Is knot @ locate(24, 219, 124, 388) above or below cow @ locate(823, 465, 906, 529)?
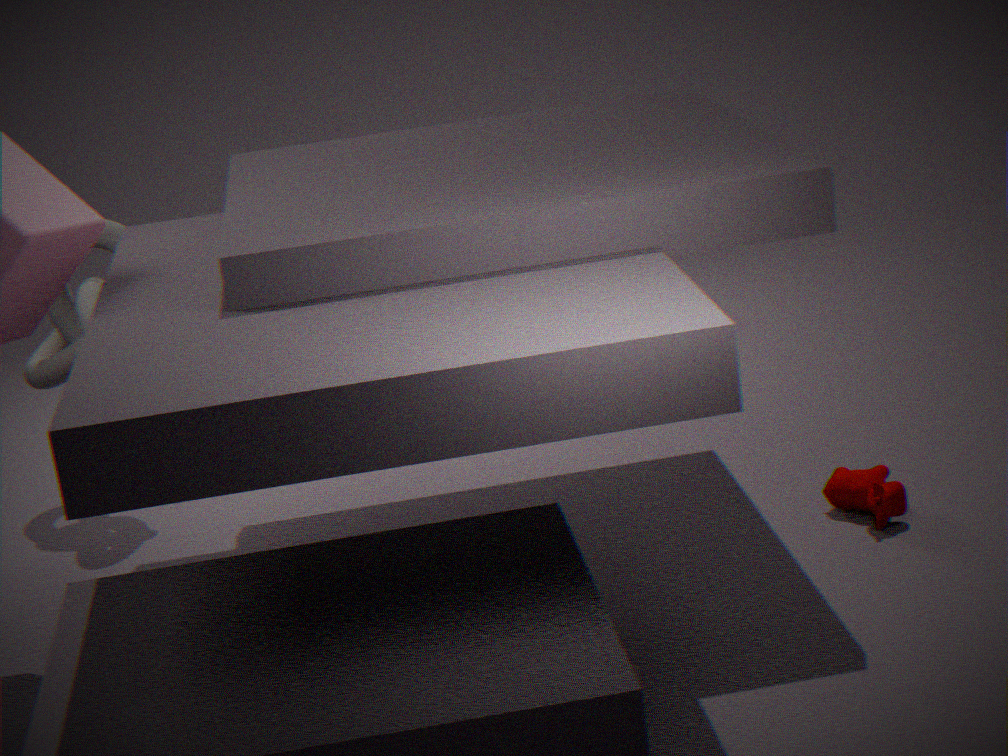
above
